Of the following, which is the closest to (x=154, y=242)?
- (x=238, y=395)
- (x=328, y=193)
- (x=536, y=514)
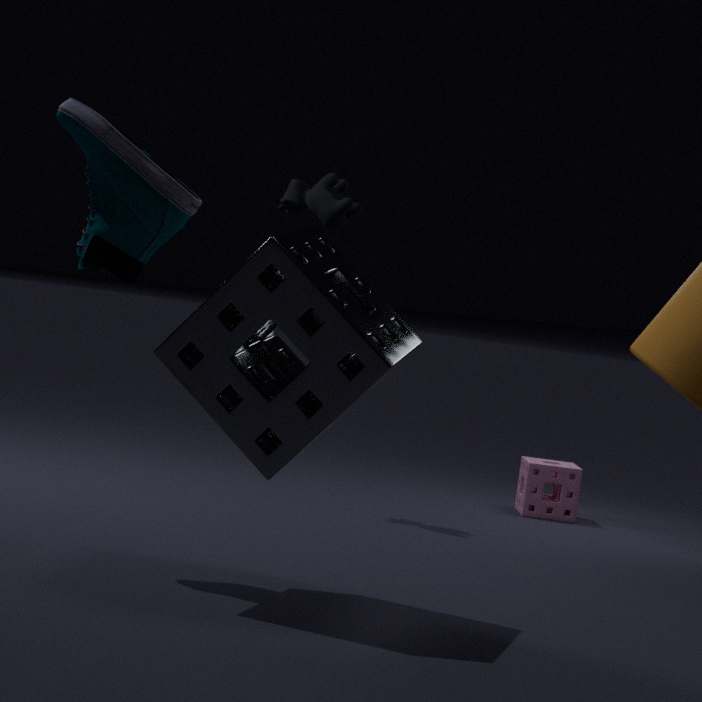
(x=238, y=395)
